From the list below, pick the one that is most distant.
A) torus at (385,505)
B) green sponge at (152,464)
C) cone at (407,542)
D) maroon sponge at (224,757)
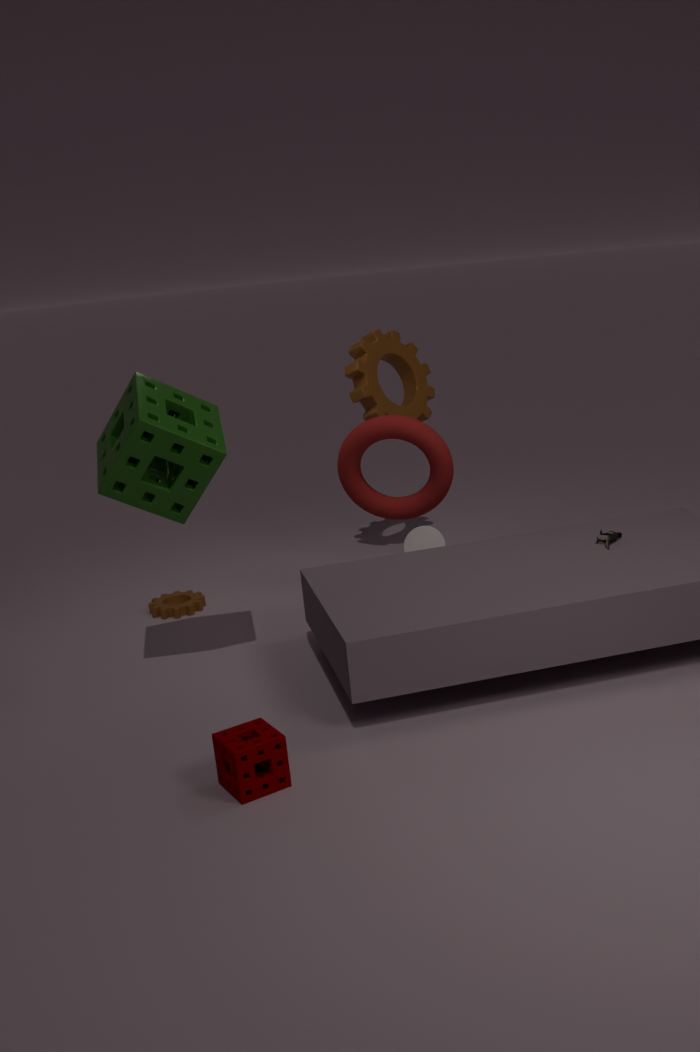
cone at (407,542)
